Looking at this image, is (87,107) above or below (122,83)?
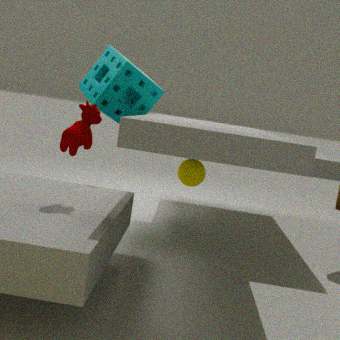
below
